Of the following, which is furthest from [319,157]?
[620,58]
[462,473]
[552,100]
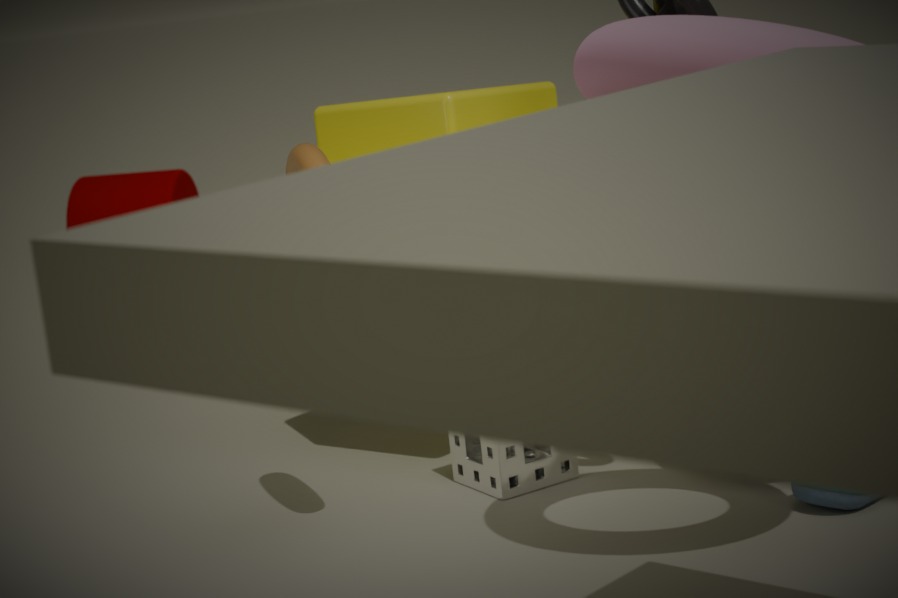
[620,58]
